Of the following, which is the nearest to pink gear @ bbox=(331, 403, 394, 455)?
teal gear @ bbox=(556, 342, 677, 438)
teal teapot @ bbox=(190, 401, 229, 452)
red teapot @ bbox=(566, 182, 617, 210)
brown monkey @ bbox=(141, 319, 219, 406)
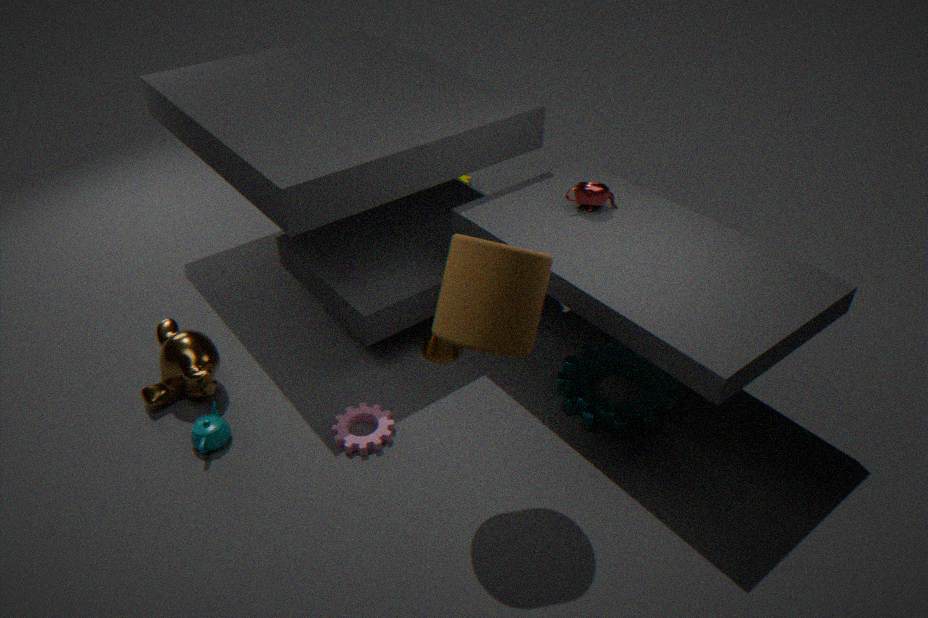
teal teapot @ bbox=(190, 401, 229, 452)
